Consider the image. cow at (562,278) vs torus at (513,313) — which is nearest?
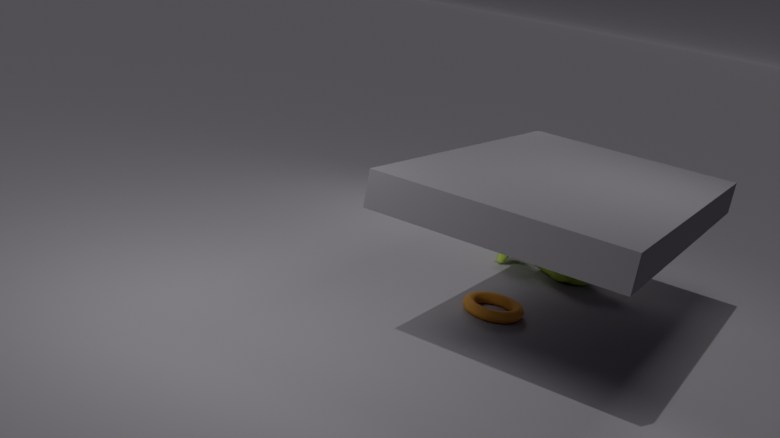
torus at (513,313)
